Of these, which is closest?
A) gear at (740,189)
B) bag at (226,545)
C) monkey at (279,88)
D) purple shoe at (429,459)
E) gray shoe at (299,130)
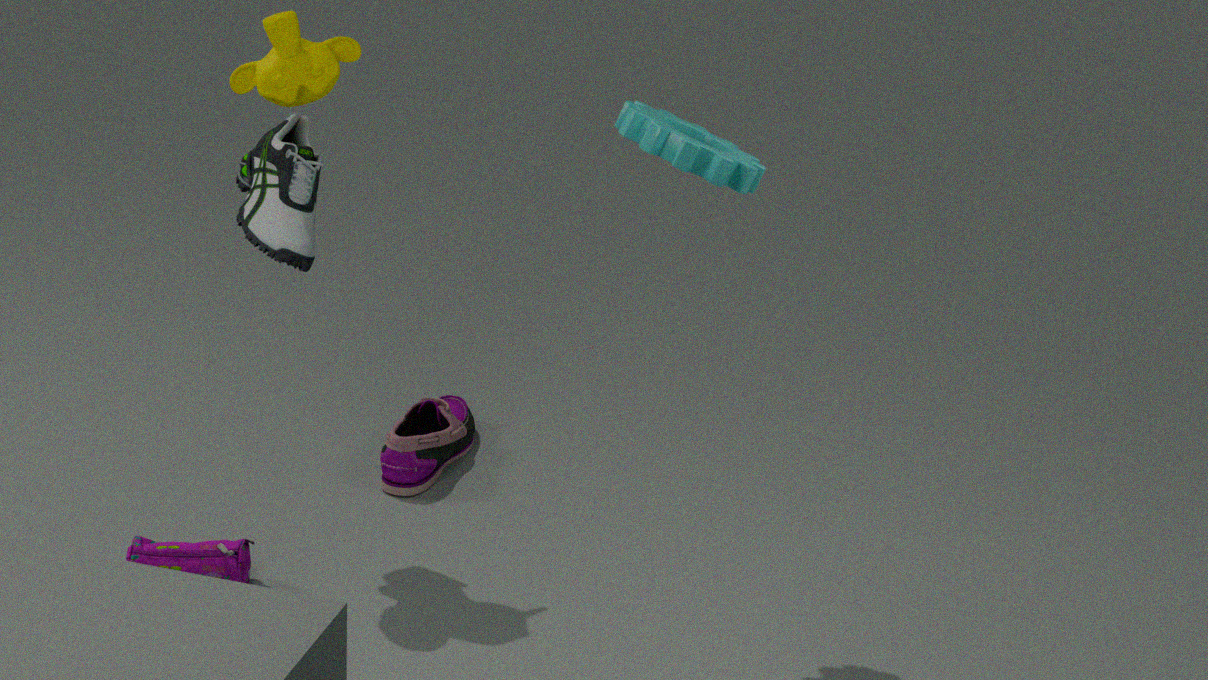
gear at (740,189)
